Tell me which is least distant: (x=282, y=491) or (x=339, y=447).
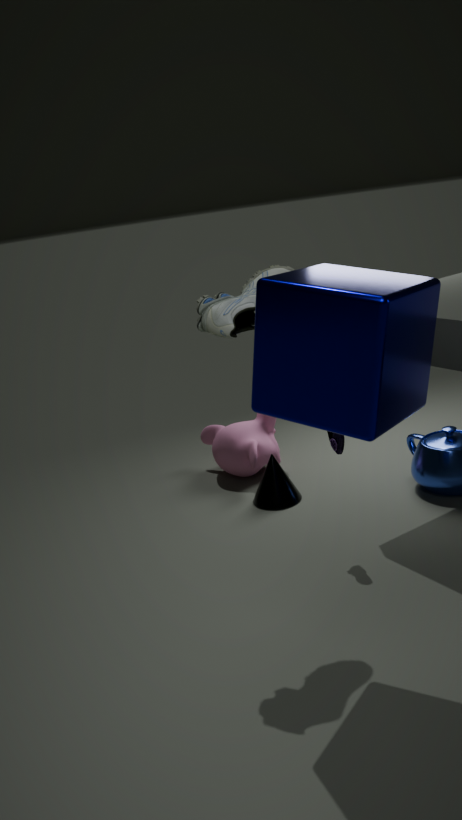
(x=339, y=447)
